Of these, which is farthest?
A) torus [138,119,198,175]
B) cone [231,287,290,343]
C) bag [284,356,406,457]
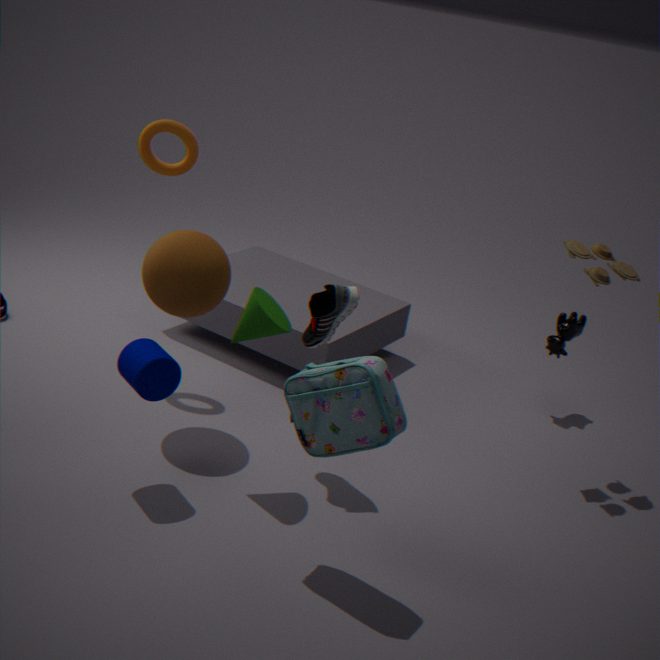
torus [138,119,198,175]
